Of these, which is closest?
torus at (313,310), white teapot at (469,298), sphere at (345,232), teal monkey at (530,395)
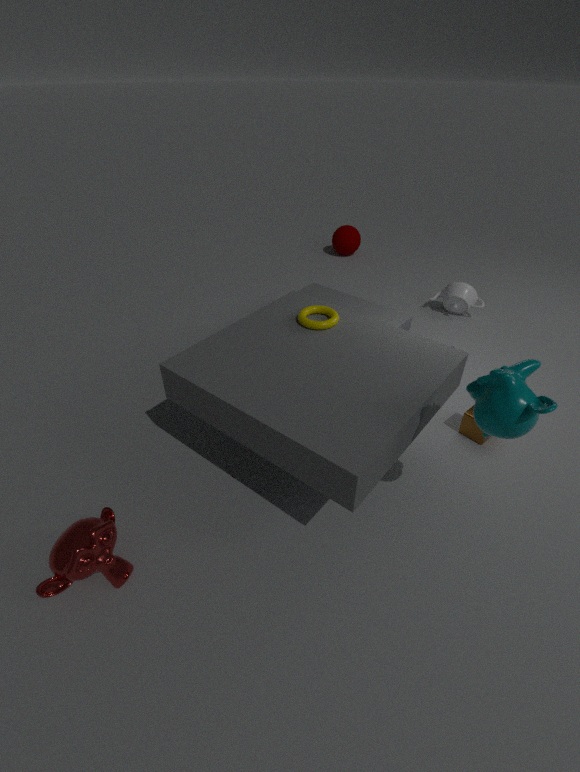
teal monkey at (530,395)
